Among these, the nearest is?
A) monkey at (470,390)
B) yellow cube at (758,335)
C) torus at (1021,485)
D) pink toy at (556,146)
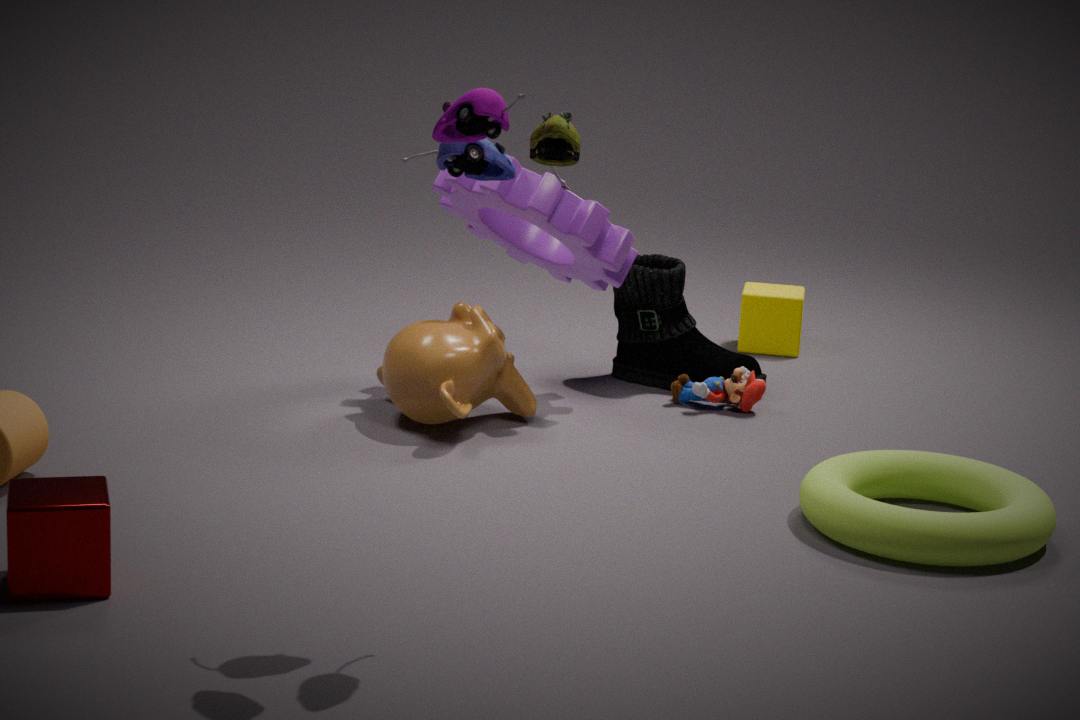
pink toy at (556,146)
